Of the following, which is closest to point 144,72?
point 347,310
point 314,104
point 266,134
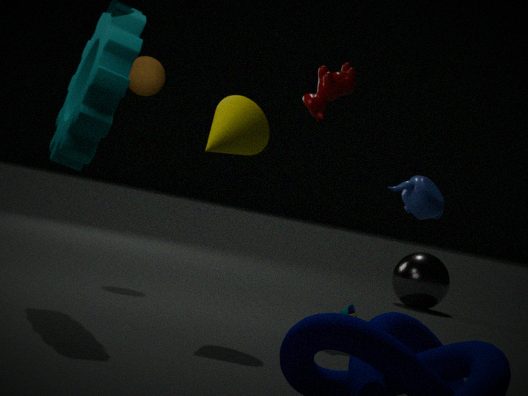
point 314,104
